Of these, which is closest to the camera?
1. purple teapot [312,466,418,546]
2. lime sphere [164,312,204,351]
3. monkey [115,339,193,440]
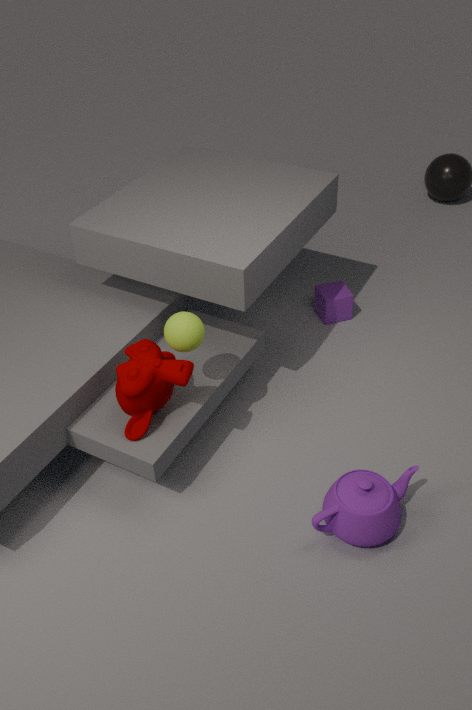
purple teapot [312,466,418,546]
